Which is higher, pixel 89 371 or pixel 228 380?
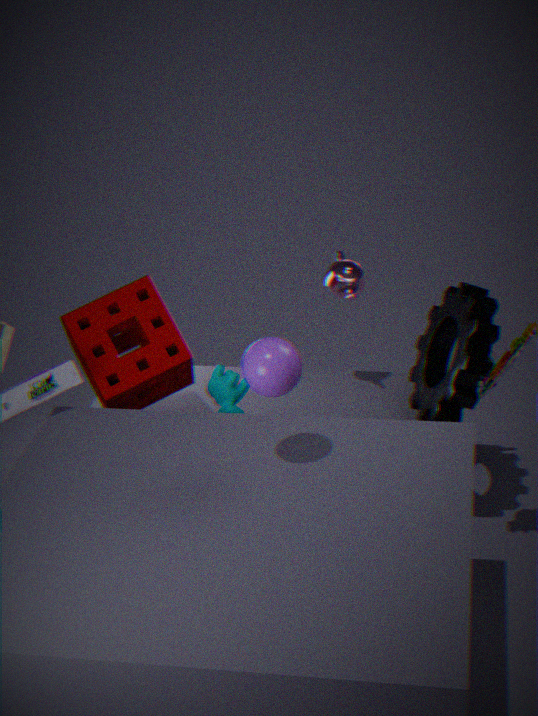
pixel 89 371
